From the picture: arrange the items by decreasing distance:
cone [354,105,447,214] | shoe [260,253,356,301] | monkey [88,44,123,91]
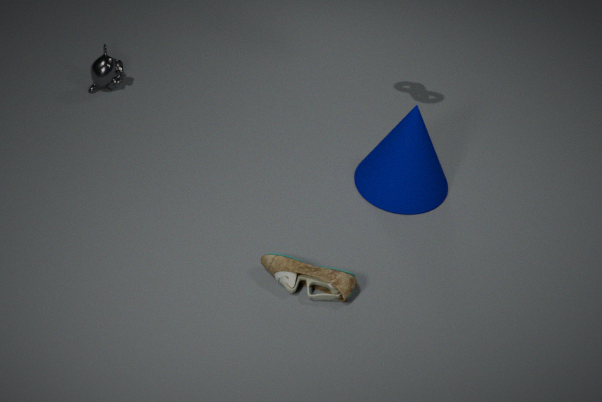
monkey [88,44,123,91] < cone [354,105,447,214] < shoe [260,253,356,301]
